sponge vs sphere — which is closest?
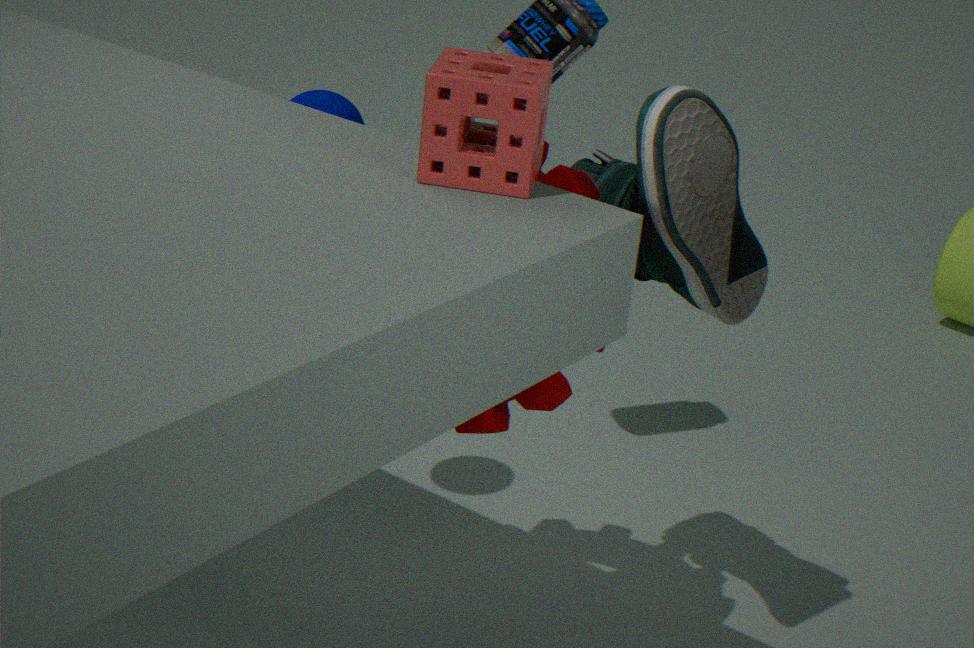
sponge
